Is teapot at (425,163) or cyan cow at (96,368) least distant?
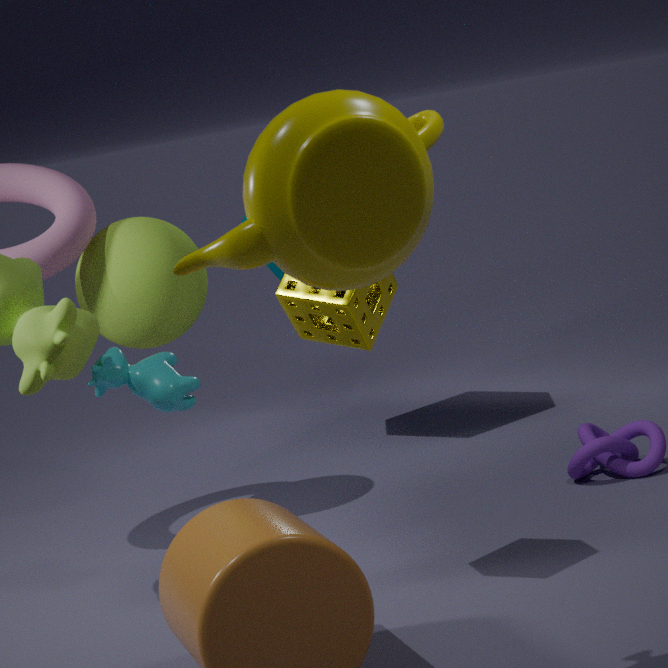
teapot at (425,163)
